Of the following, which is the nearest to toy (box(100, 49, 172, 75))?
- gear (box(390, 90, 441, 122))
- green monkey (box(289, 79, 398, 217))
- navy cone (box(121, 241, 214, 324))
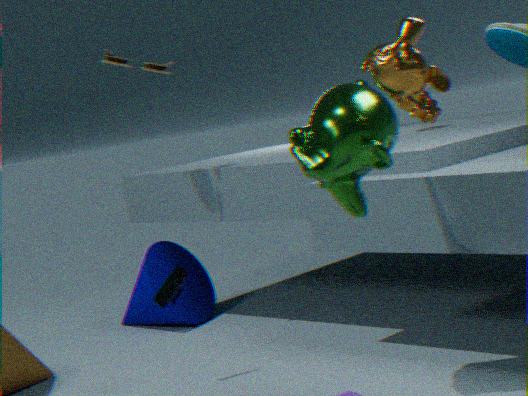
navy cone (box(121, 241, 214, 324))
